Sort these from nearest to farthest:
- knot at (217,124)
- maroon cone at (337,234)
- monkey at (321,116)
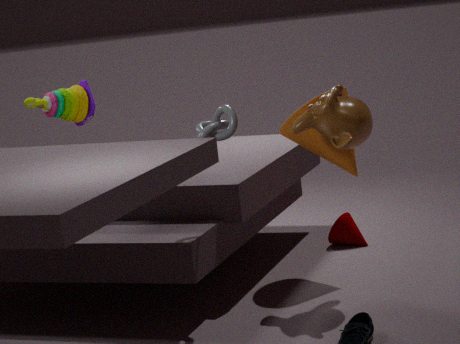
knot at (217,124)
monkey at (321,116)
maroon cone at (337,234)
